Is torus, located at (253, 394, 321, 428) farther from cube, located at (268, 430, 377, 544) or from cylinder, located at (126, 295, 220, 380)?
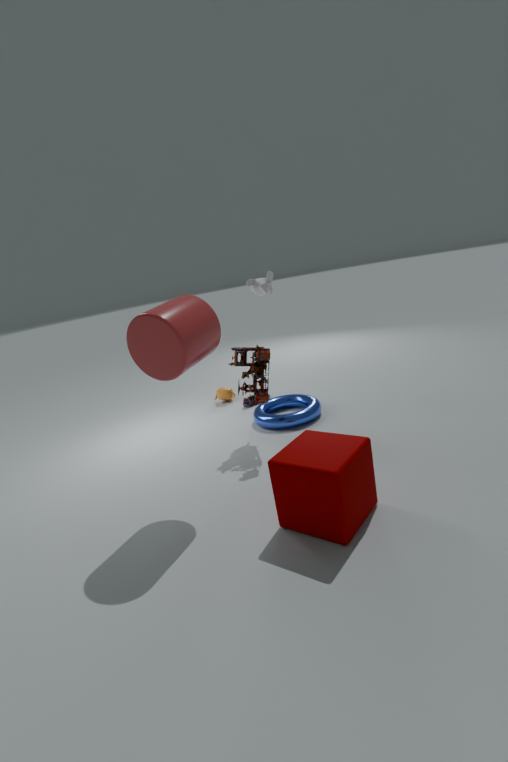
cylinder, located at (126, 295, 220, 380)
